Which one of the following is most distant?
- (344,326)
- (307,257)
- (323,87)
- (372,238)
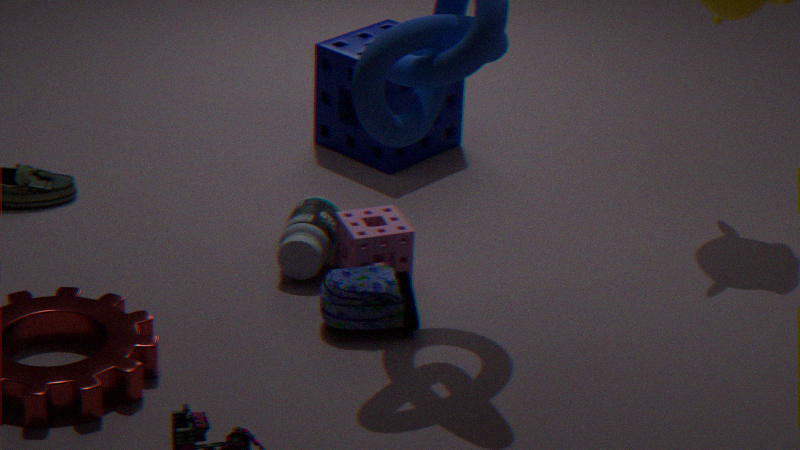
(323,87)
